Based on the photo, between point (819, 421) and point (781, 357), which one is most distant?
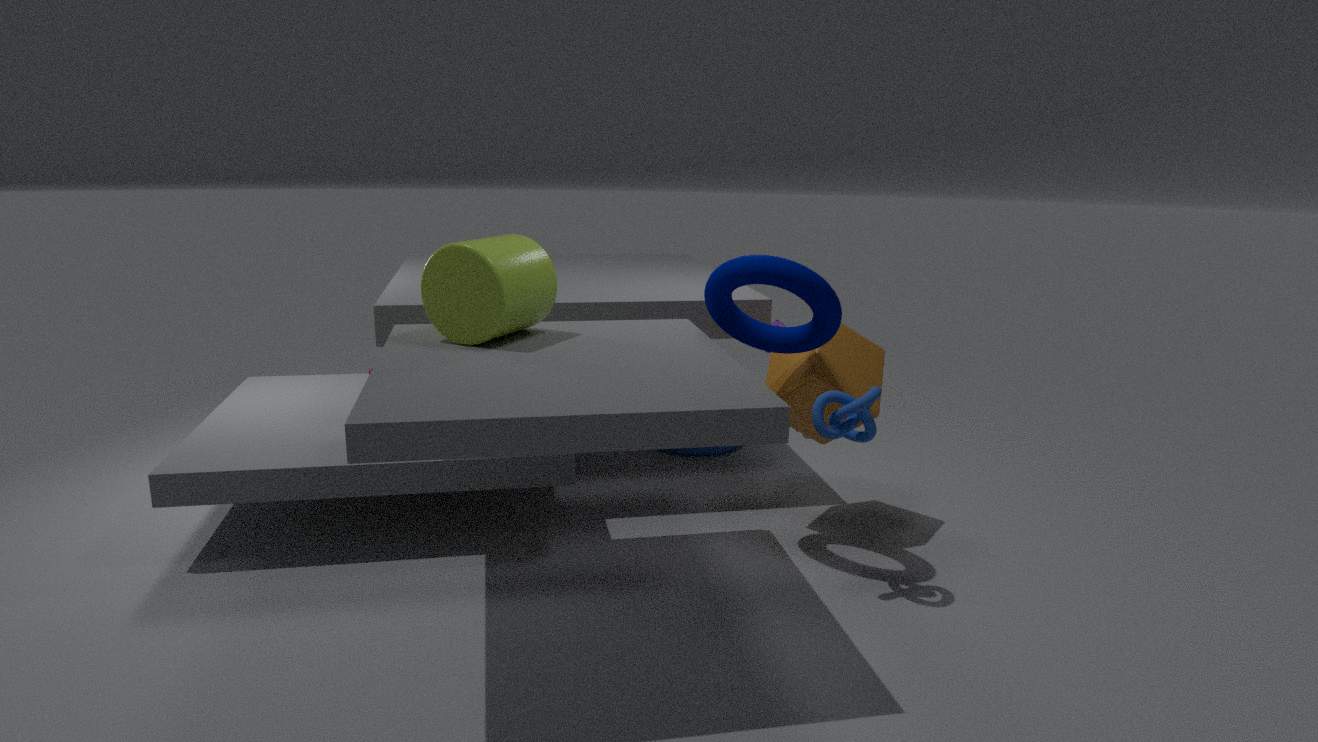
point (781, 357)
